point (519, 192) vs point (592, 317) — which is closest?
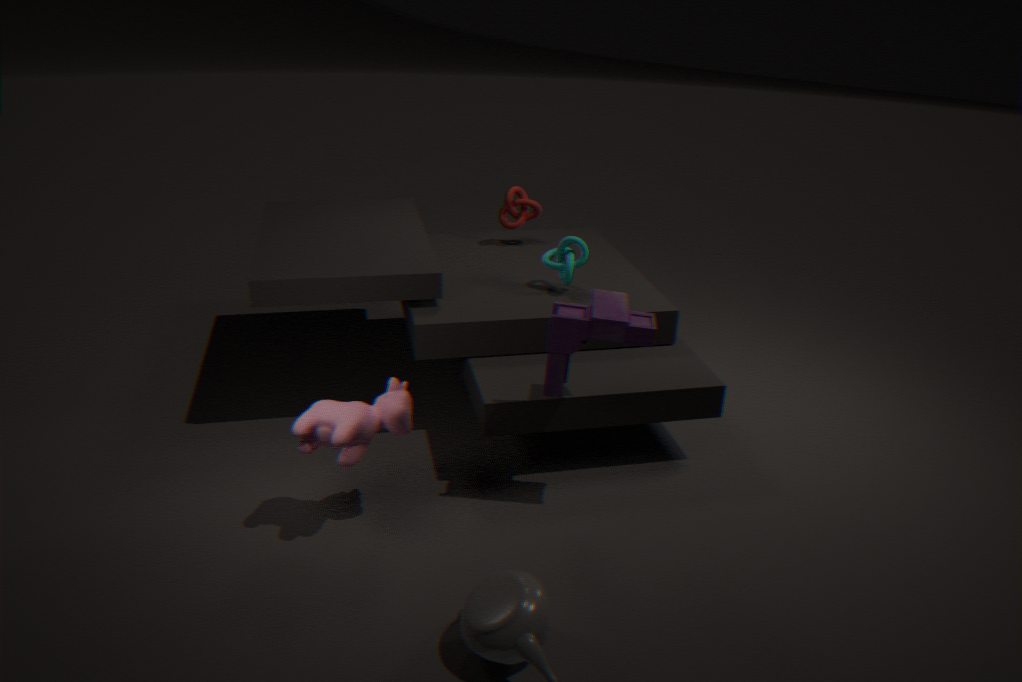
point (592, 317)
